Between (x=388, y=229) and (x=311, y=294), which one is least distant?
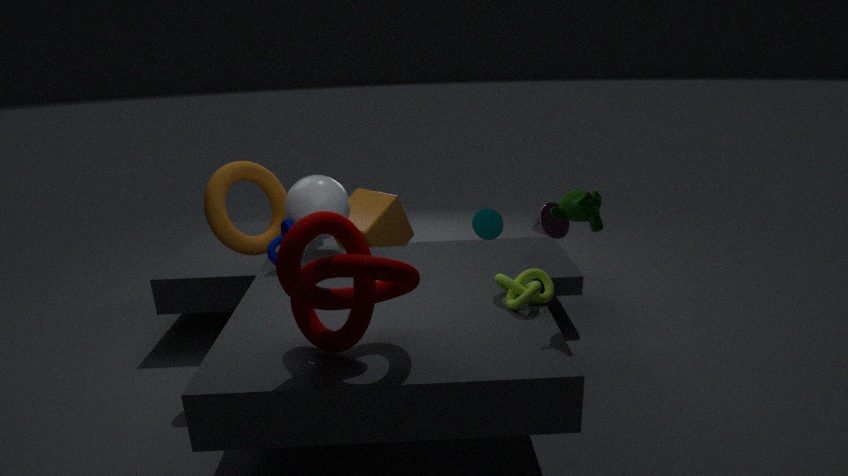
(x=311, y=294)
